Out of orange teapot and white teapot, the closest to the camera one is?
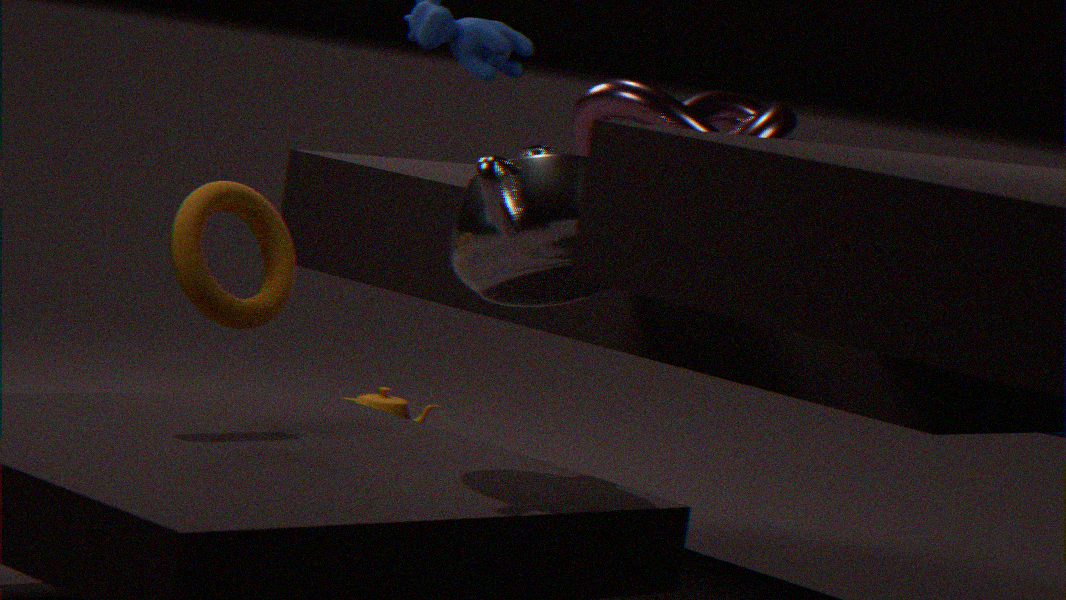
white teapot
